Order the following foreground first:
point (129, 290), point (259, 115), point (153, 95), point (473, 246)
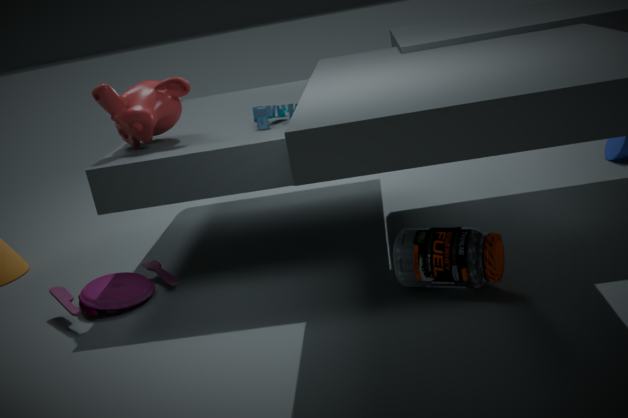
point (473, 246) < point (153, 95) < point (259, 115) < point (129, 290)
